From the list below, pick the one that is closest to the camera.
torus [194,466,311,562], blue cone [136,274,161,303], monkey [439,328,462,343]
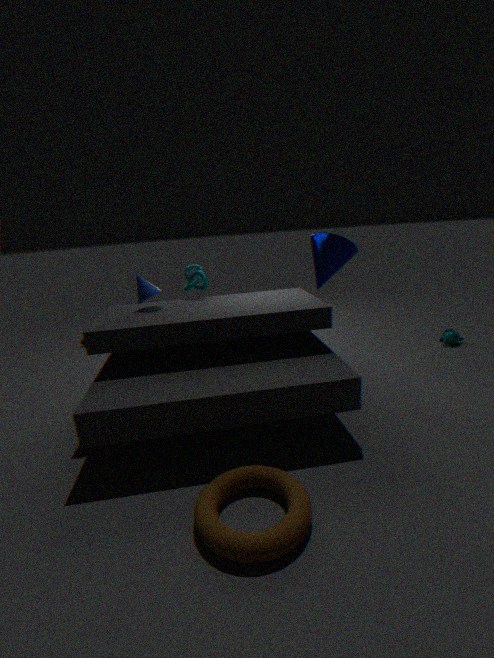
torus [194,466,311,562]
